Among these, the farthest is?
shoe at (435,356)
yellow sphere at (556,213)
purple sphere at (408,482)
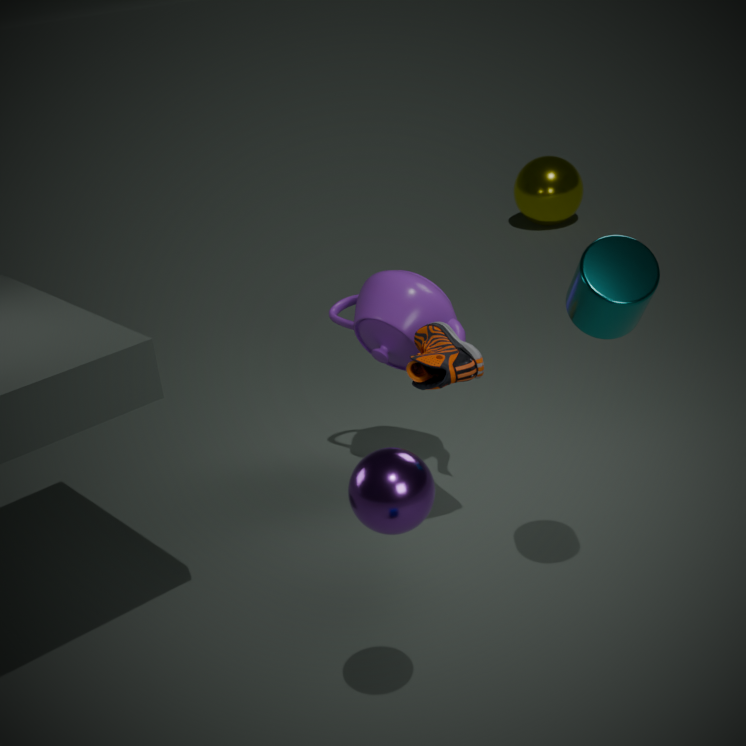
yellow sphere at (556,213)
